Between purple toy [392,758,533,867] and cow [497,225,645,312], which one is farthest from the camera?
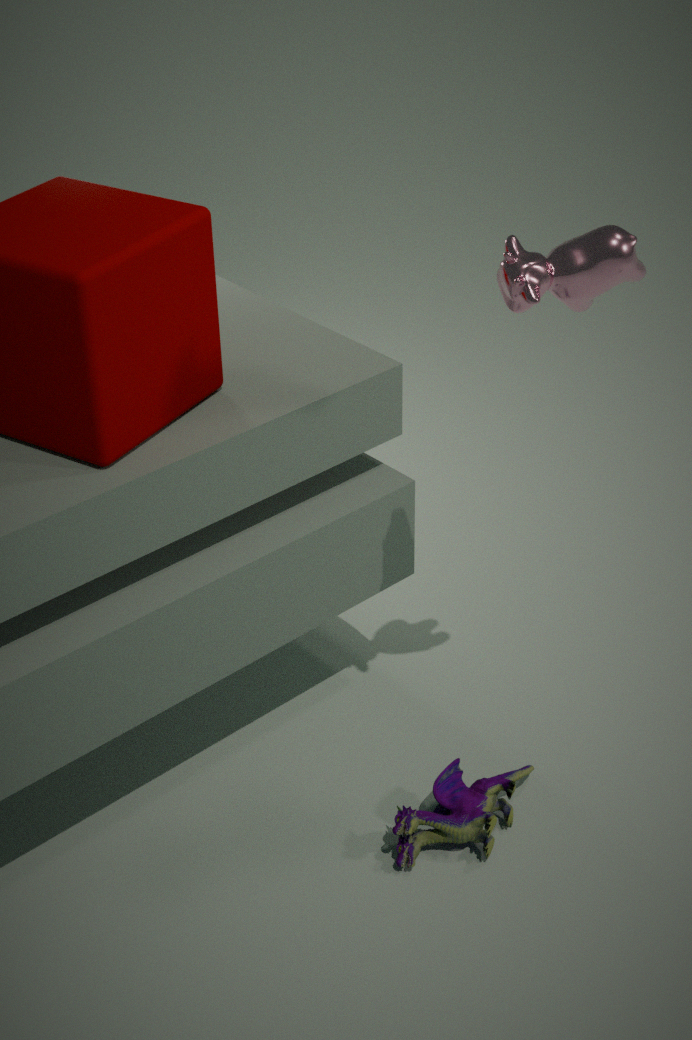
purple toy [392,758,533,867]
